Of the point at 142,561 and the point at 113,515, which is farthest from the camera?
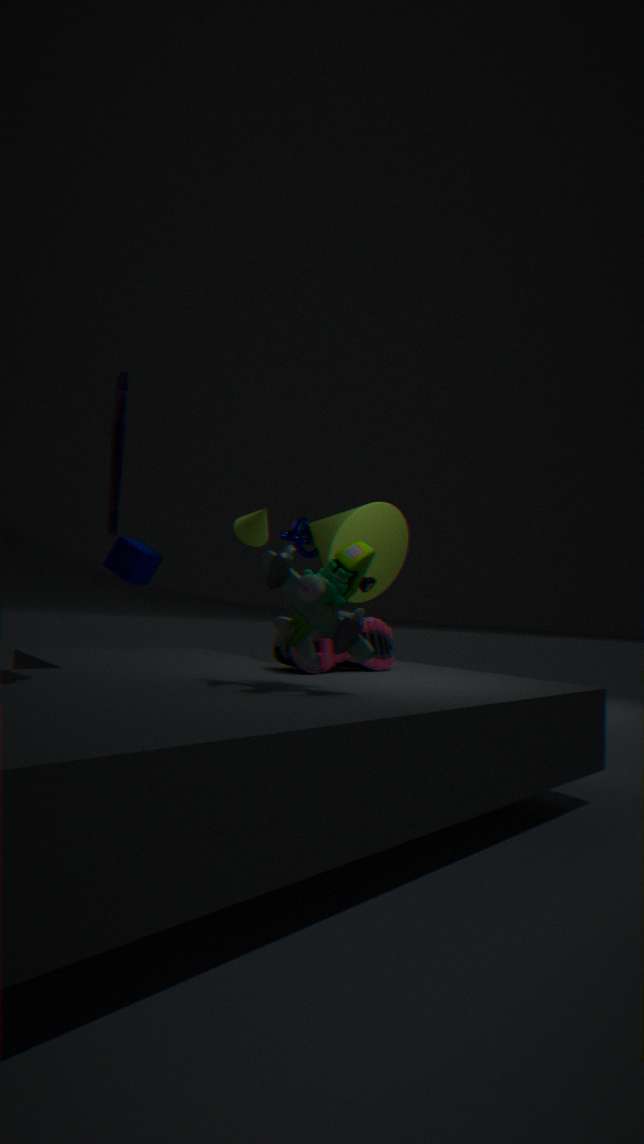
the point at 142,561
